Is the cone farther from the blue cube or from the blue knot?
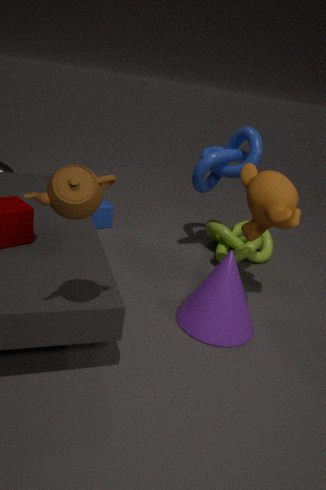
the blue cube
